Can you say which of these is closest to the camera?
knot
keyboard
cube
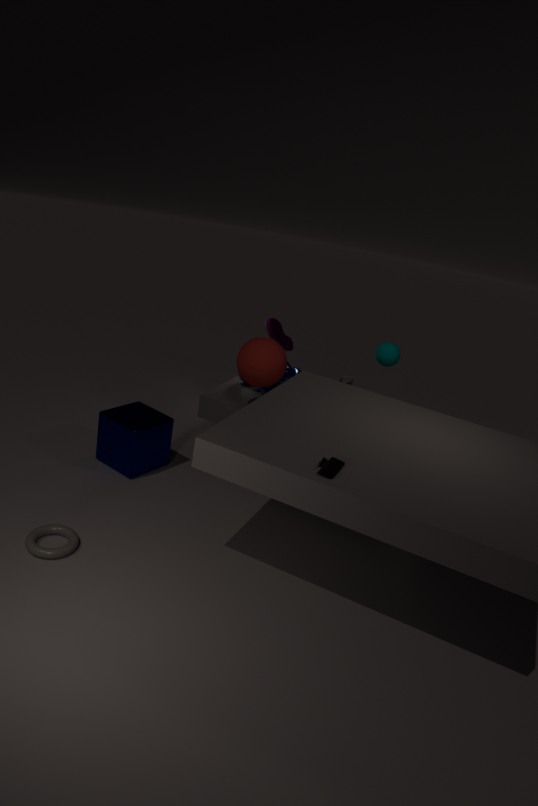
keyboard
